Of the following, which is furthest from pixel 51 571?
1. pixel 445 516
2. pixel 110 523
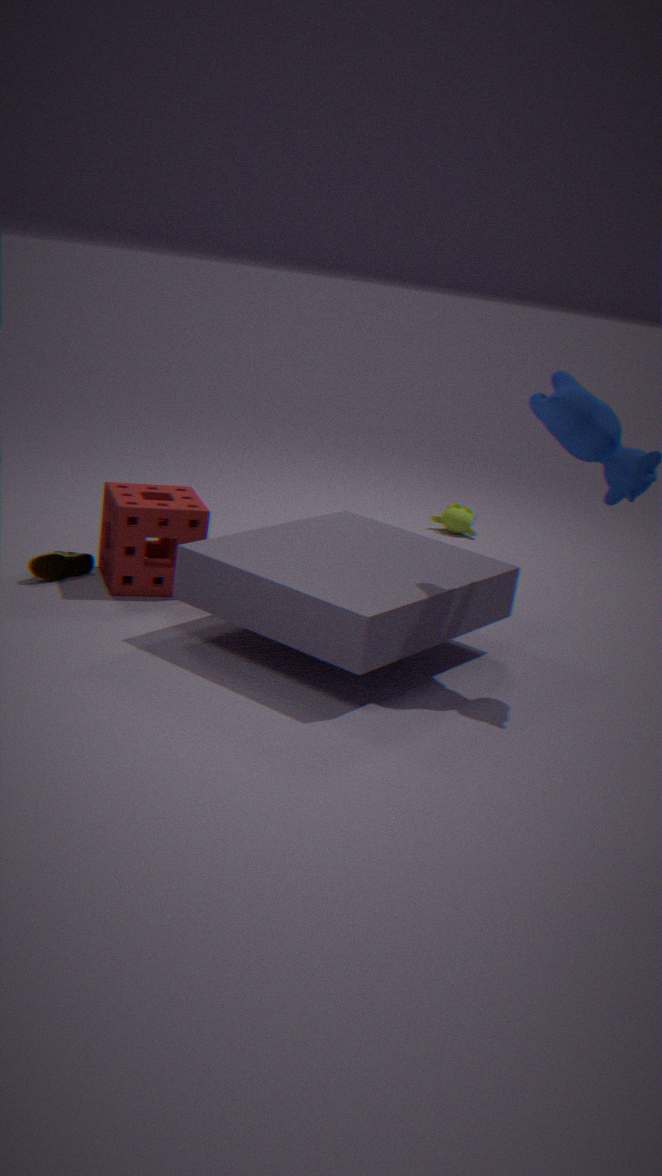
pixel 445 516
